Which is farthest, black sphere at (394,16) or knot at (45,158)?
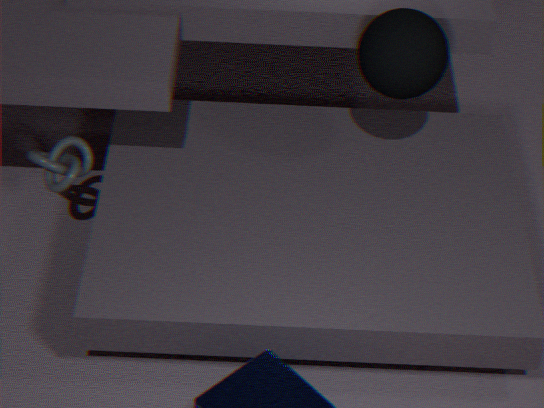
knot at (45,158)
